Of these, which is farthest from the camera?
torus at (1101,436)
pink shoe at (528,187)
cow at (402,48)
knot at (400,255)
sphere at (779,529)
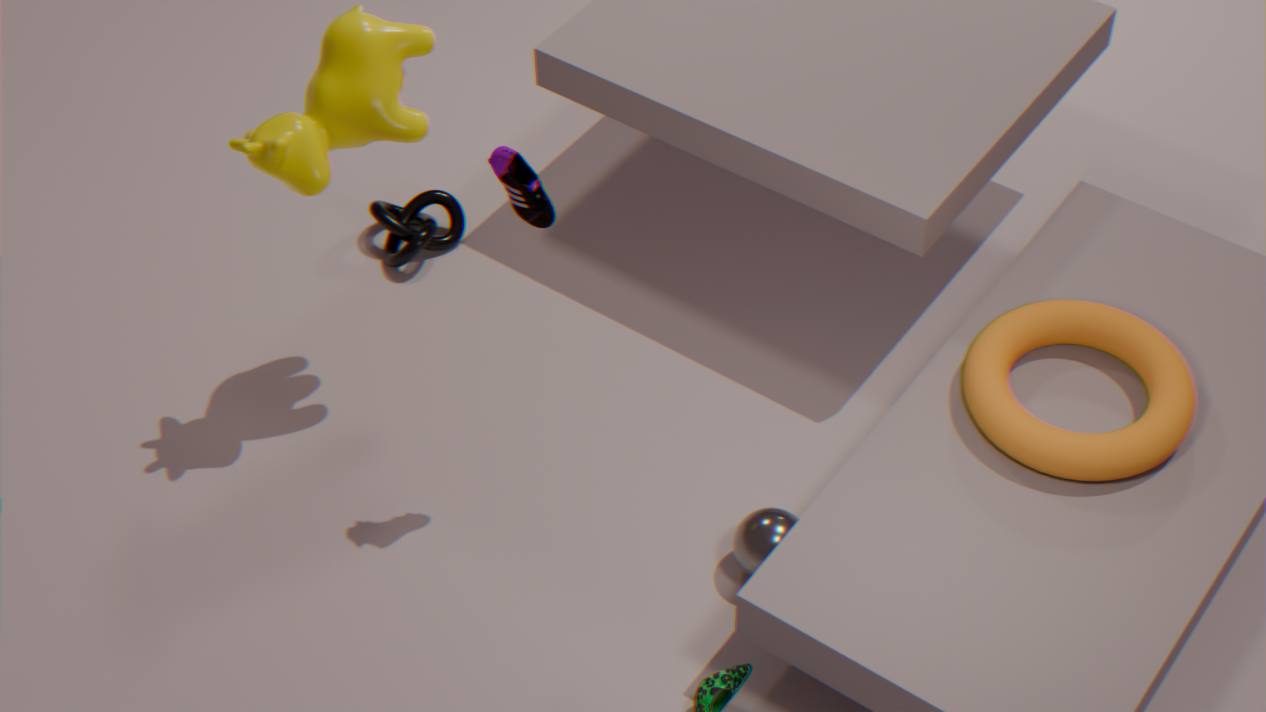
knot at (400,255)
